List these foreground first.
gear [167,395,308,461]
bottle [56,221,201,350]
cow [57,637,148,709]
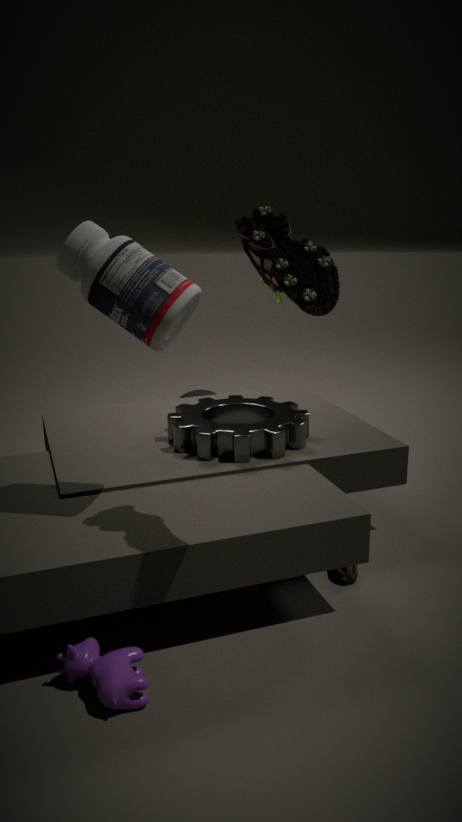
cow [57,637,148,709]
bottle [56,221,201,350]
gear [167,395,308,461]
